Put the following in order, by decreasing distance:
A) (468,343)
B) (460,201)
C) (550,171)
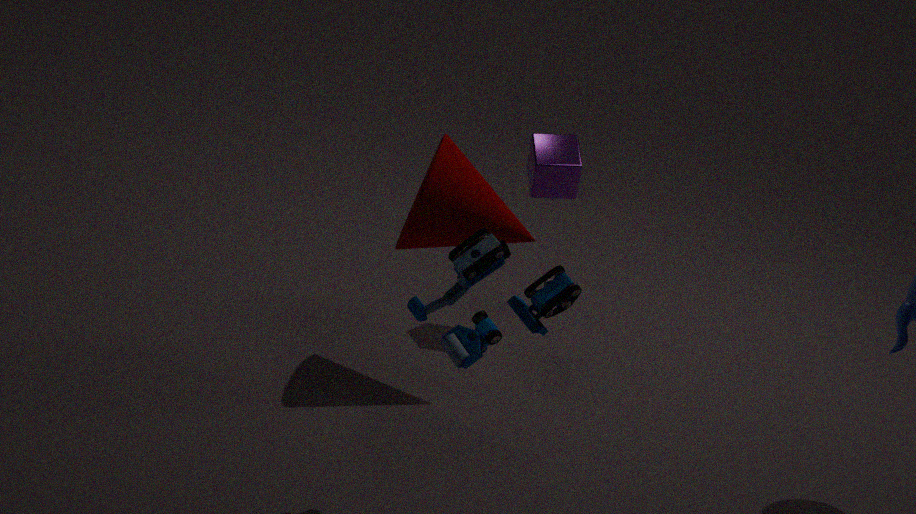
(550,171)
(460,201)
(468,343)
